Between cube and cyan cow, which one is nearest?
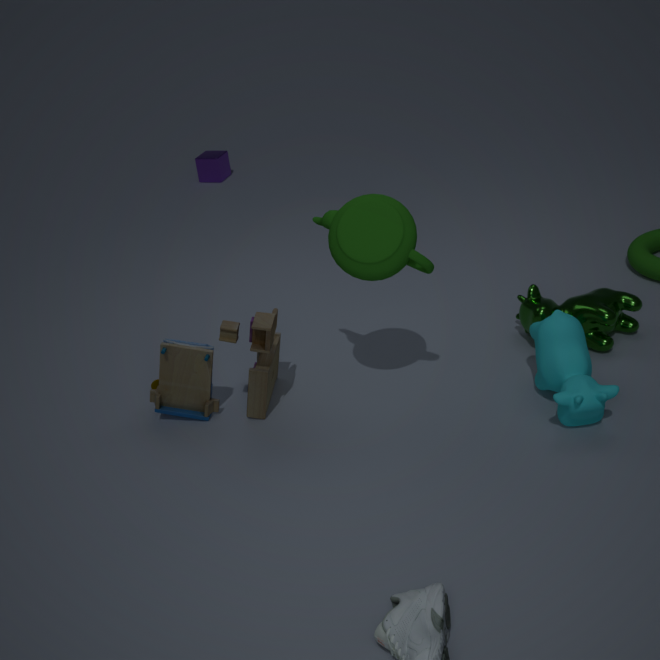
cyan cow
